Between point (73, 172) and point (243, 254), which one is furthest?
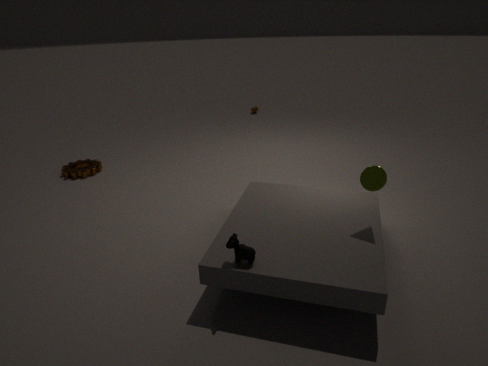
point (73, 172)
